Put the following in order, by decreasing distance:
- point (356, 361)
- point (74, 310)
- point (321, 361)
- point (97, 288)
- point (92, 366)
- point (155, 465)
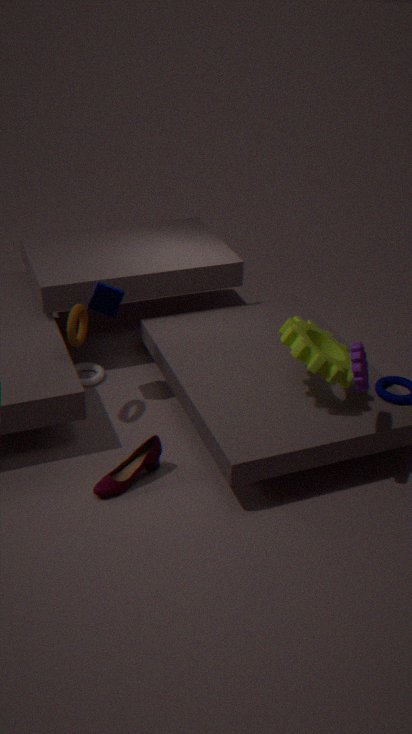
1. point (92, 366)
2. point (97, 288)
3. point (74, 310)
4. point (155, 465)
5. point (321, 361)
6. point (356, 361)
